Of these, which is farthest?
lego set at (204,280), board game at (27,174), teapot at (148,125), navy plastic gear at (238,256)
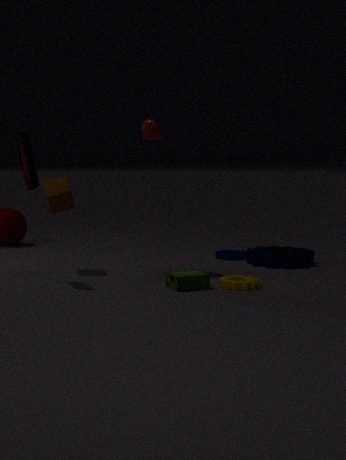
navy plastic gear at (238,256)
